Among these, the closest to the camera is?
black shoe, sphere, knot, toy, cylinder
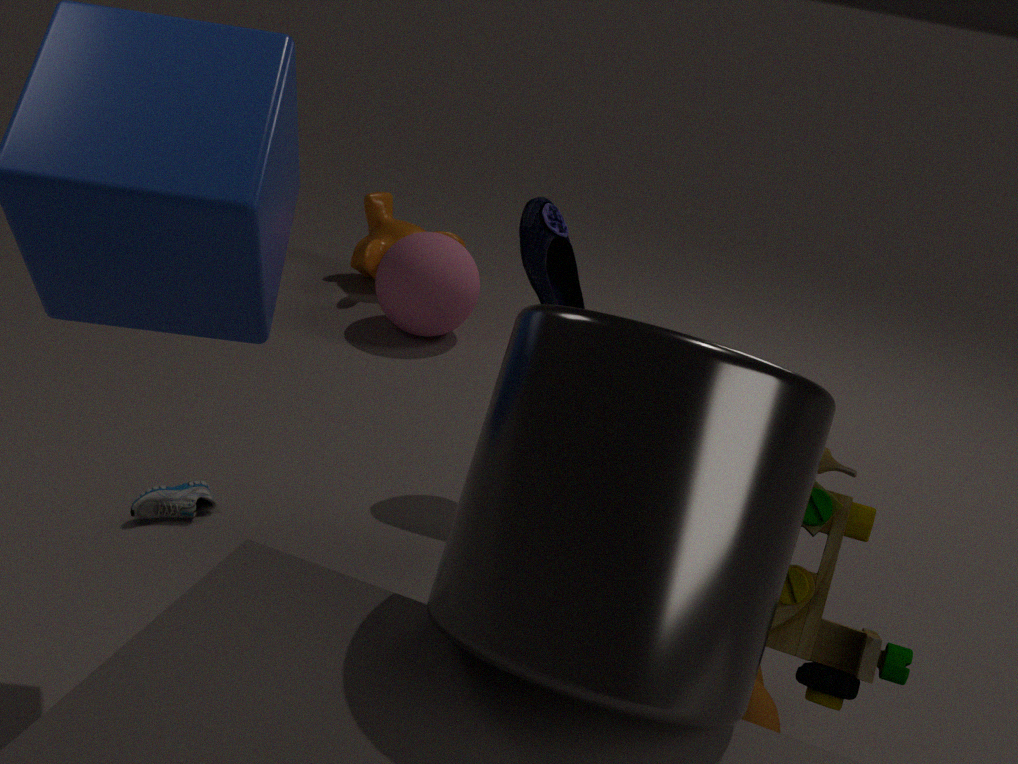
cylinder
